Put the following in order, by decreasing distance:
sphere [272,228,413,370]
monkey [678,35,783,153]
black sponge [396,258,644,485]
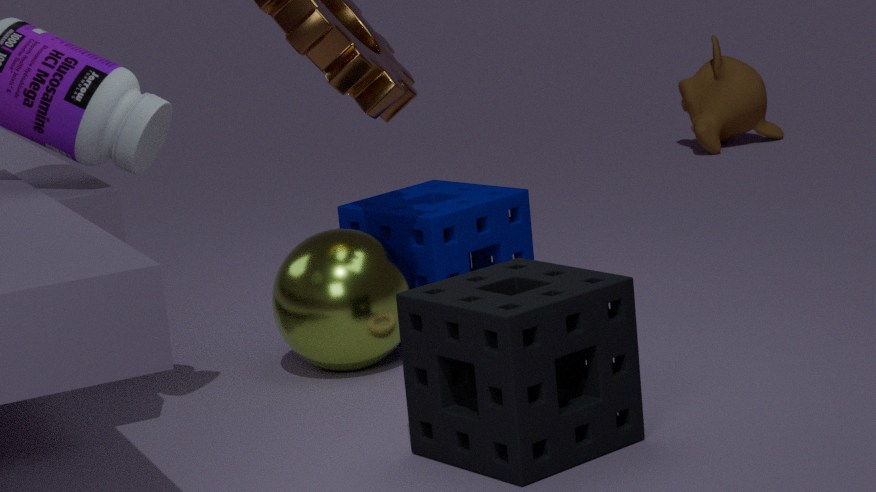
1. monkey [678,35,783,153]
2. sphere [272,228,413,370]
3. black sponge [396,258,644,485]
